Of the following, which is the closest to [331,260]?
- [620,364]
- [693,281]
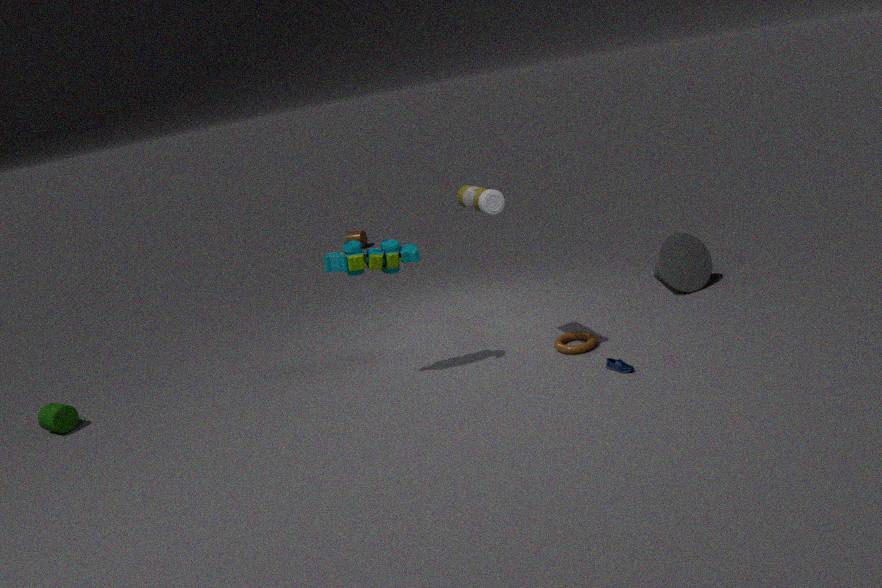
[620,364]
